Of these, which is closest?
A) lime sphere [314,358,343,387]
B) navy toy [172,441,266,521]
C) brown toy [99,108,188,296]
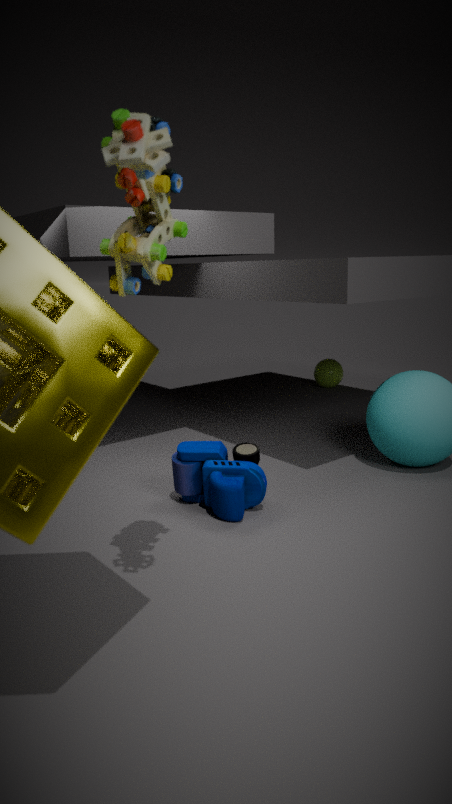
brown toy [99,108,188,296]
